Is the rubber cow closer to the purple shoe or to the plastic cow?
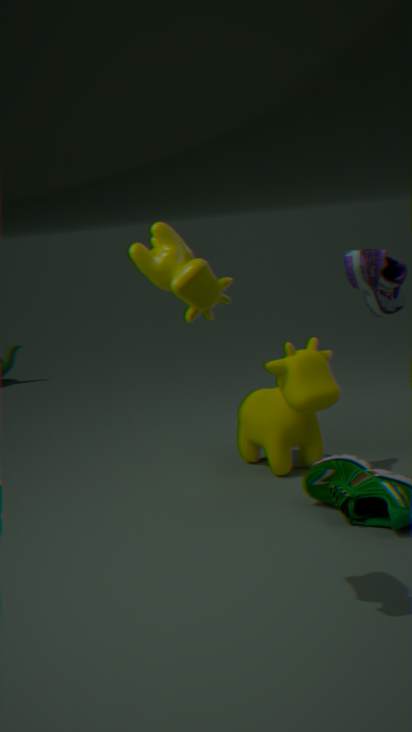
the purple shoe
